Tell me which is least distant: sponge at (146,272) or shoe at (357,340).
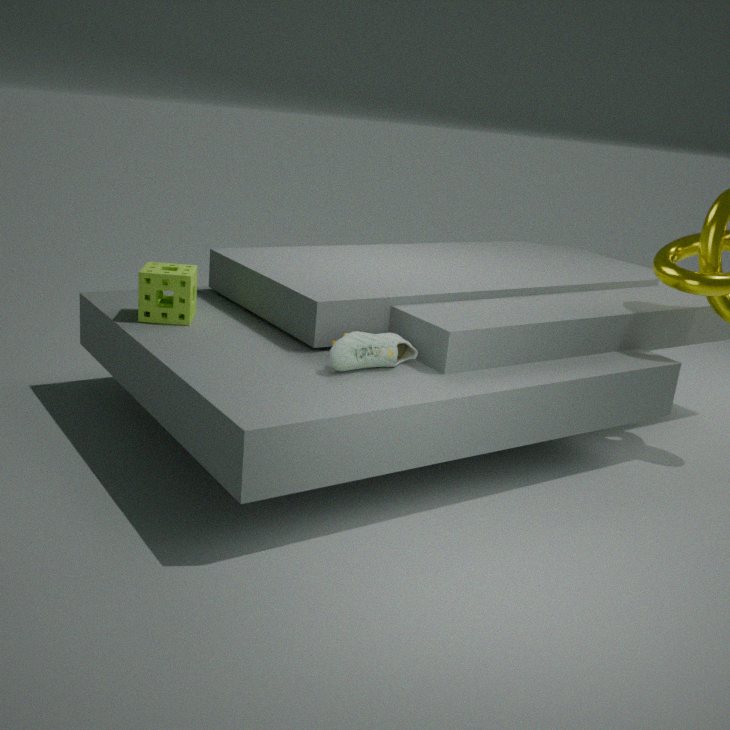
shoe at (357,340)
